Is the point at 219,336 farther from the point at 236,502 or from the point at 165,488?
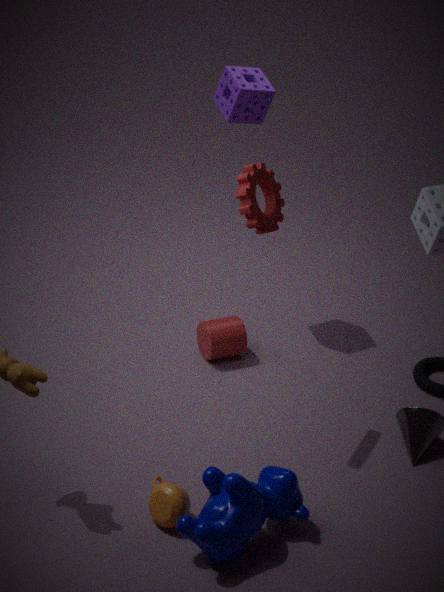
the point at 236,502
